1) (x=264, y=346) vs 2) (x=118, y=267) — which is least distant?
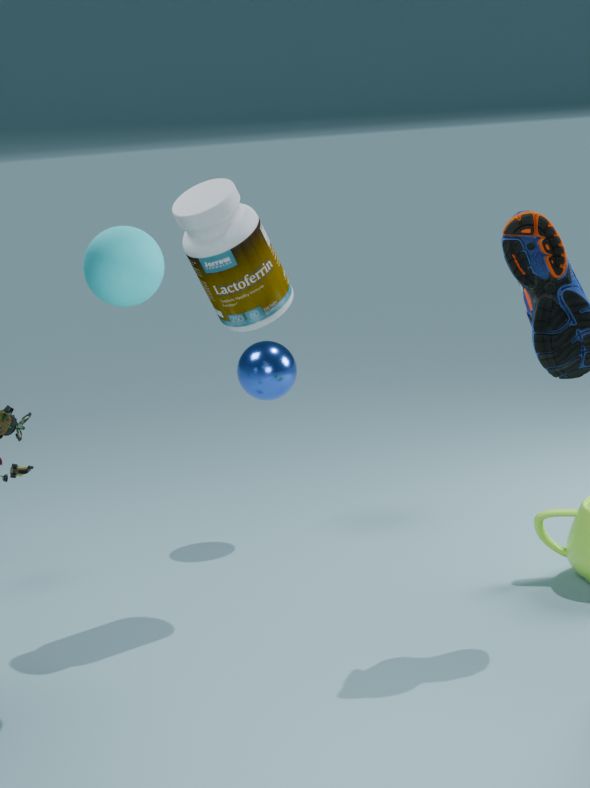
2. (x=118, y=267)
